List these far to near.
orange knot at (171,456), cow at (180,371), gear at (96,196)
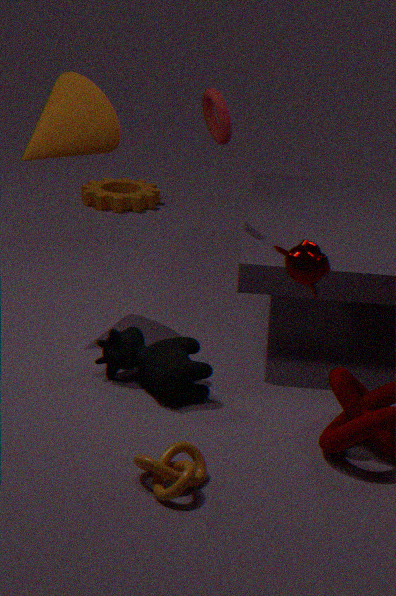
gear at (96,196) < cow at (180,371) < orange knot at (171,456)
